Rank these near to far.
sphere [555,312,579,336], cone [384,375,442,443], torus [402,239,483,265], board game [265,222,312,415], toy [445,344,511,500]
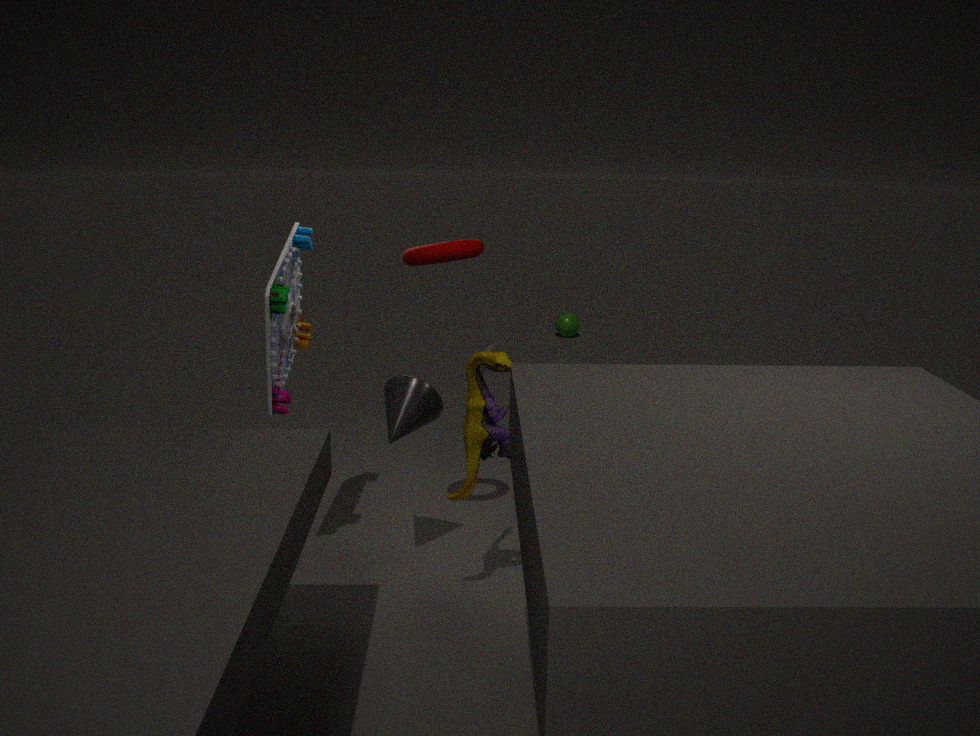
toy [445,344,511,500]
board game [265,222,312,415]
torus [402,239,483,265]
cone [384,375,442,443]
sphere [555,312,579,336]
